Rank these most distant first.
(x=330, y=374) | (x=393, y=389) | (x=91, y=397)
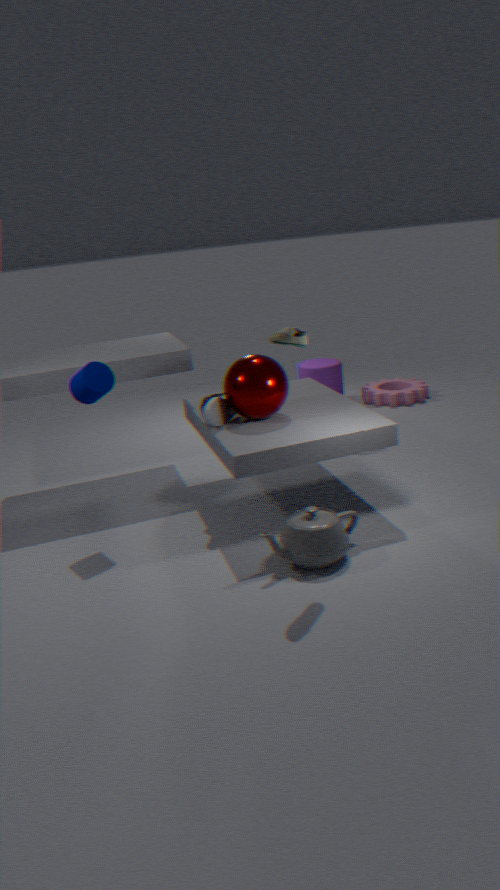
(x=393, y=389), (x=330, y=374), (x=91, y=397)
